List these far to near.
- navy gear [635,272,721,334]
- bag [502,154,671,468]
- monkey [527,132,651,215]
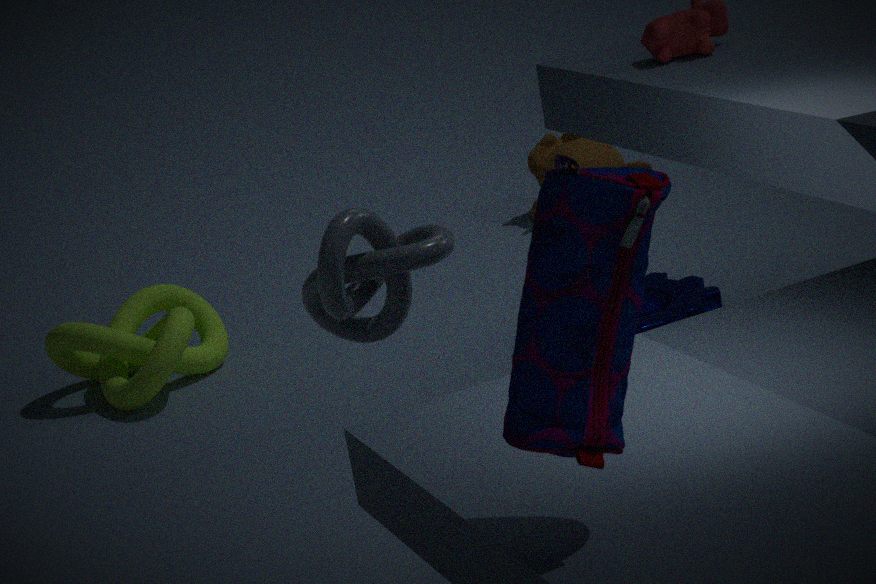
monkey [527,132,651,215] → navy gear [635,272,721,334] → bag [502,154,671,468]
